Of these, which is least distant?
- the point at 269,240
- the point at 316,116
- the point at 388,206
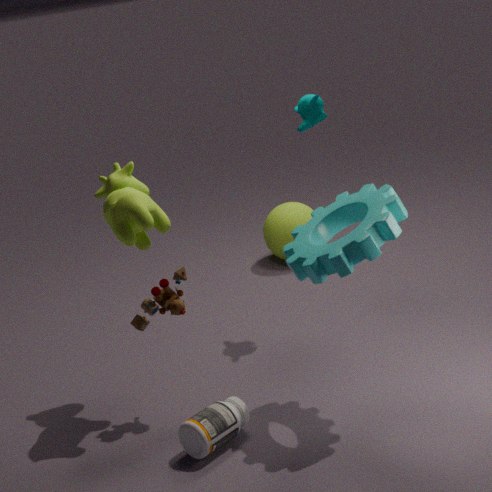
the point at 388,206
